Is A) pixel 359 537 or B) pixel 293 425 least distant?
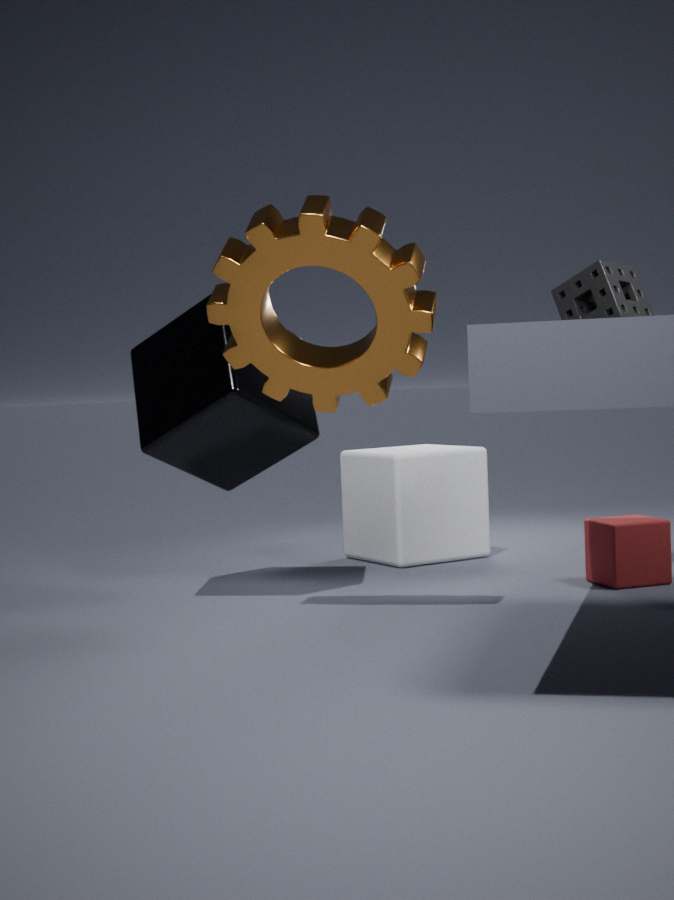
B. pixel 293 425
